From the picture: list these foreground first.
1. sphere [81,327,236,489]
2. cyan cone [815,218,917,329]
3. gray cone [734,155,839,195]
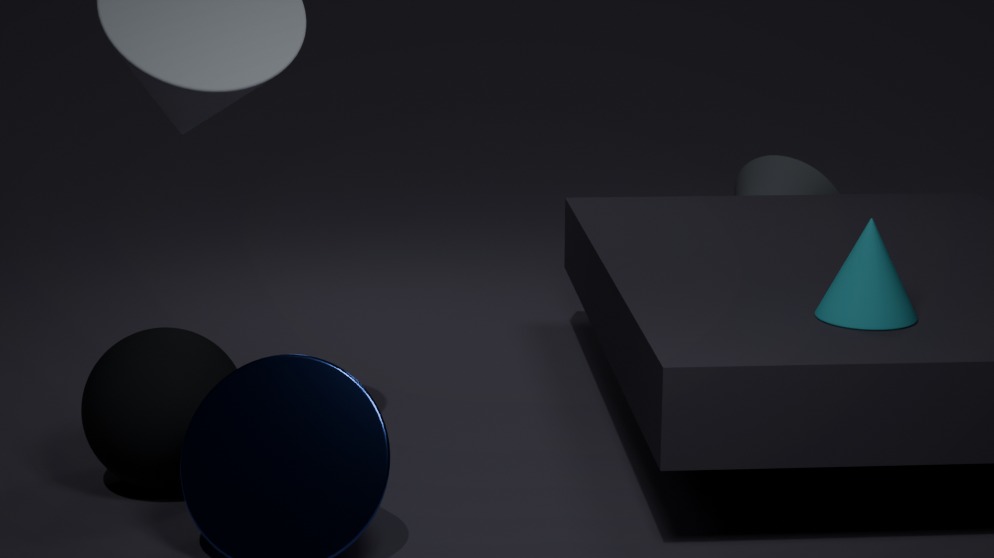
cyan cone [815,218,917,329] < sphere [81,327,236,489] < gray cone [734,155,839,195]
